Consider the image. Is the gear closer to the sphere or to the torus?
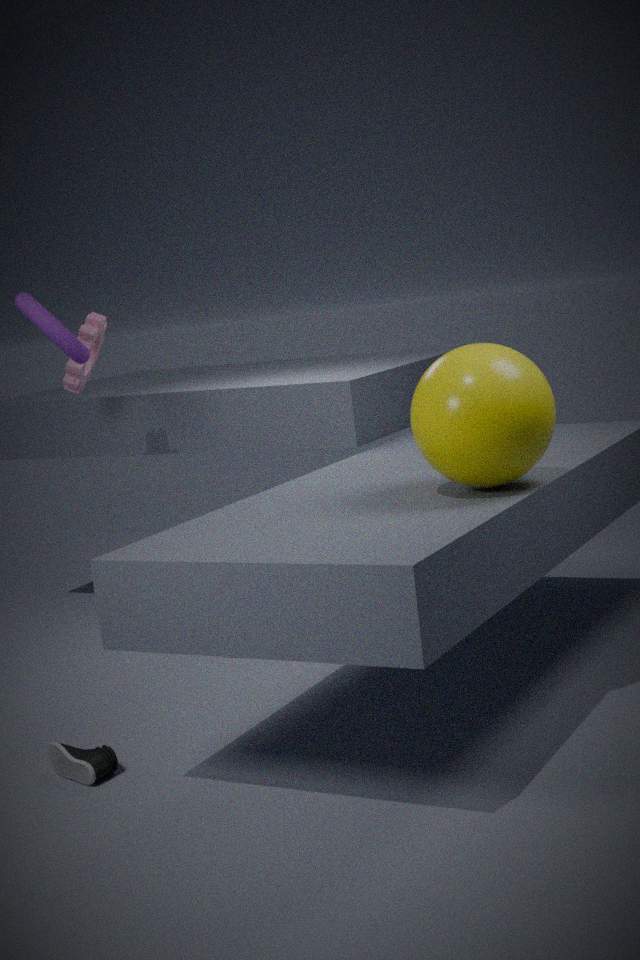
the torus
